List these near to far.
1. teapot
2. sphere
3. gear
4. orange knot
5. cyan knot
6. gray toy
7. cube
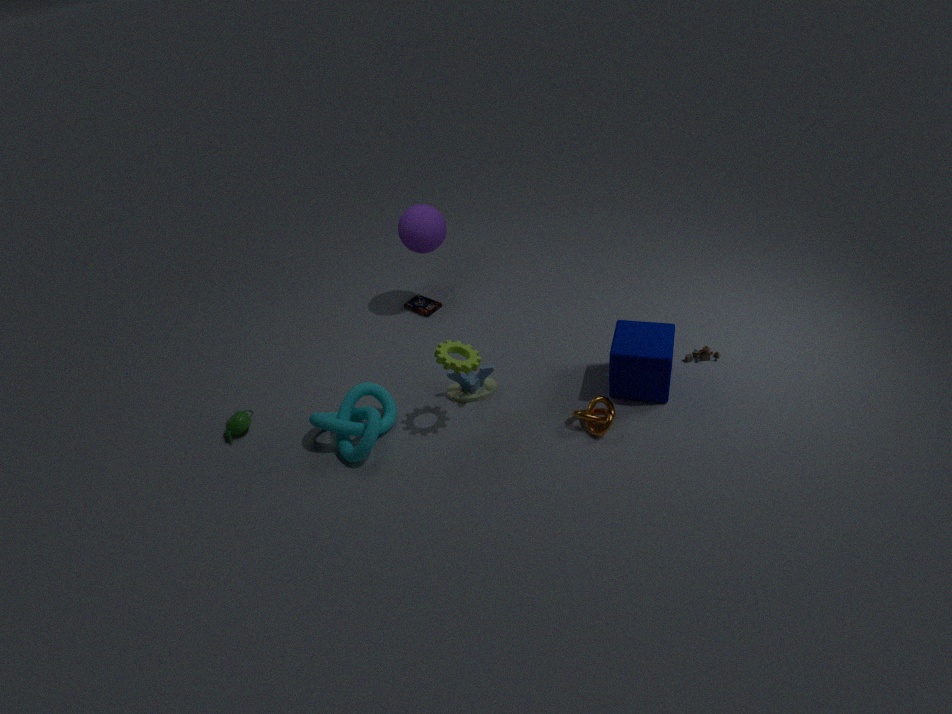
gear → orange knot → cyan knot → cube → teapot → gray toy → sphere
